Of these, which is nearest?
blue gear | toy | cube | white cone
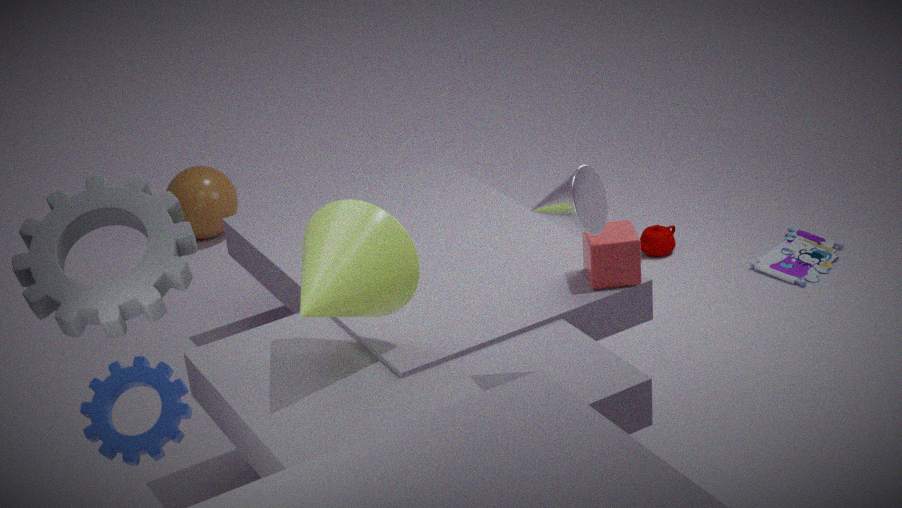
blue gear
